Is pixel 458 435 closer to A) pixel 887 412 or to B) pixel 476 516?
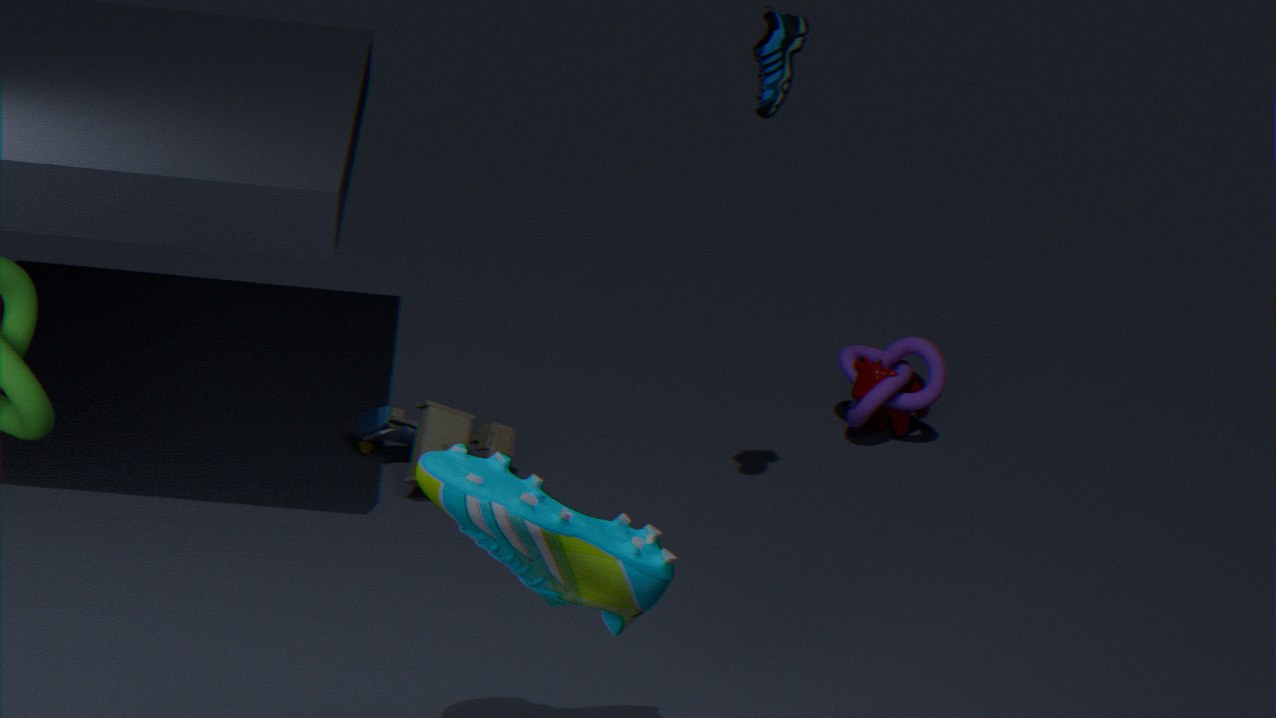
A) pixel 887 412
